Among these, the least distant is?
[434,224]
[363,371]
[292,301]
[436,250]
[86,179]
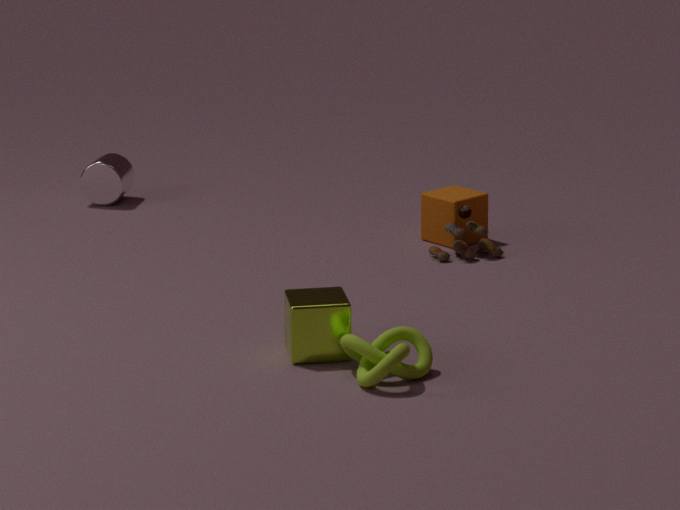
[363,371]
